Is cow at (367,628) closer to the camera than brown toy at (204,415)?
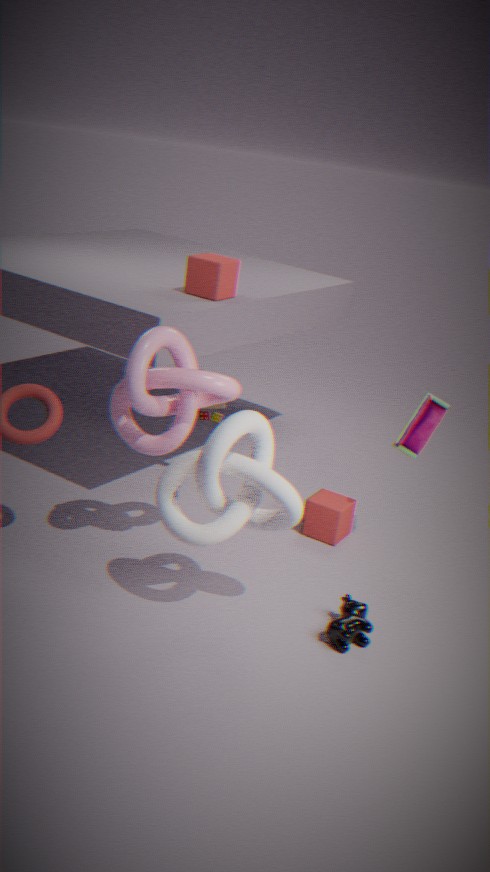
Yes
